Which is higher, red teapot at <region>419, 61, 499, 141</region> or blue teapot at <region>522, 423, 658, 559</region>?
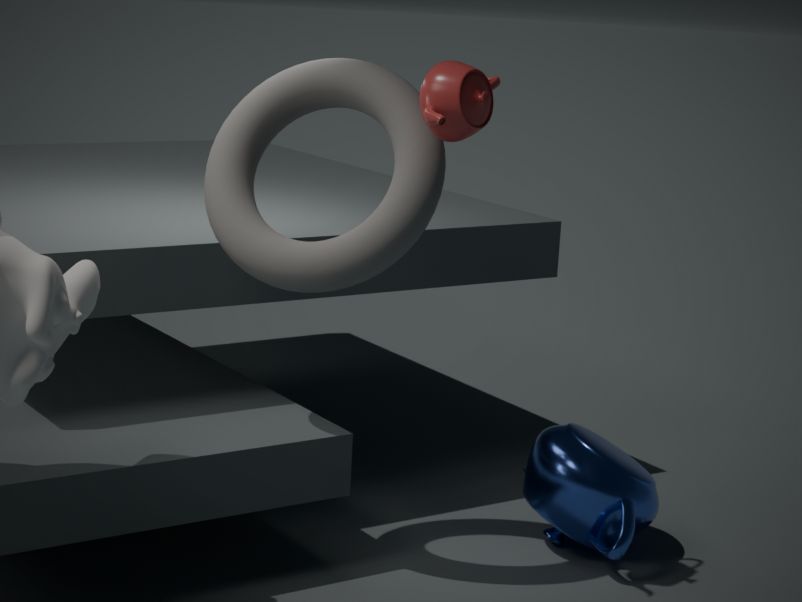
red teapot at <region>419, 61, 499, 141</region>
